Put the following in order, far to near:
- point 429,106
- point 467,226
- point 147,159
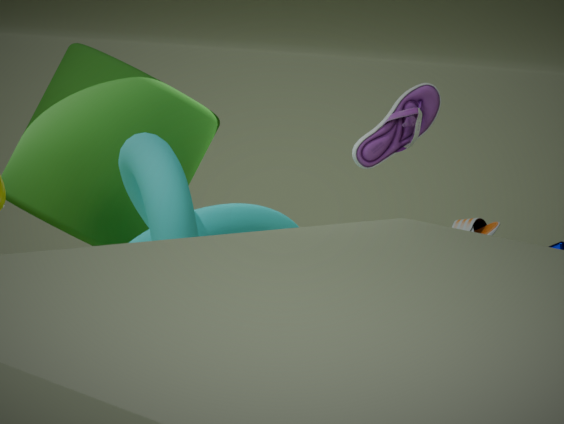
point 467,226, point 429,106, point 147,159
